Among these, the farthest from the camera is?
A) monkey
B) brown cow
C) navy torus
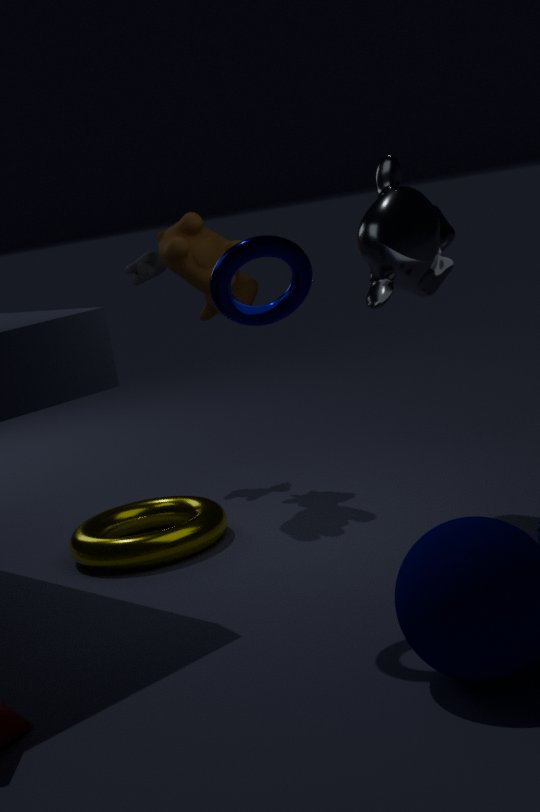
brown cow
